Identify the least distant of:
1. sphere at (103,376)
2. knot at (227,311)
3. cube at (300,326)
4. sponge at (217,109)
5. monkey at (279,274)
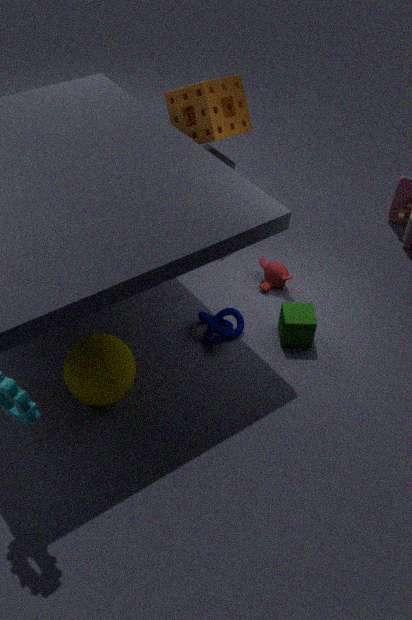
sphere at (103,376)
